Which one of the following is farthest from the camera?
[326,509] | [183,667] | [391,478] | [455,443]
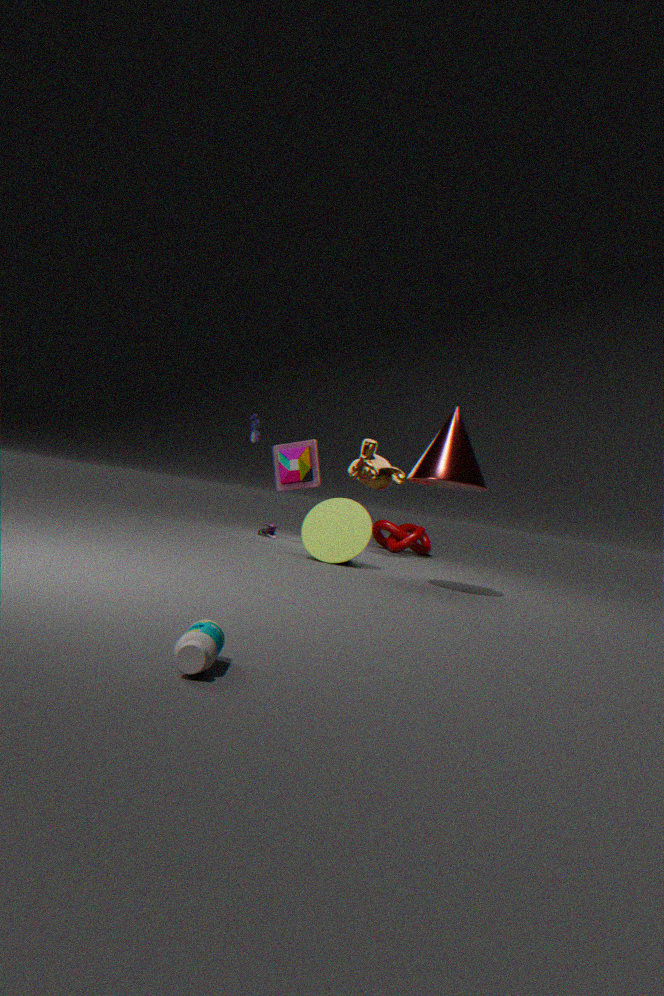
[391,478]
